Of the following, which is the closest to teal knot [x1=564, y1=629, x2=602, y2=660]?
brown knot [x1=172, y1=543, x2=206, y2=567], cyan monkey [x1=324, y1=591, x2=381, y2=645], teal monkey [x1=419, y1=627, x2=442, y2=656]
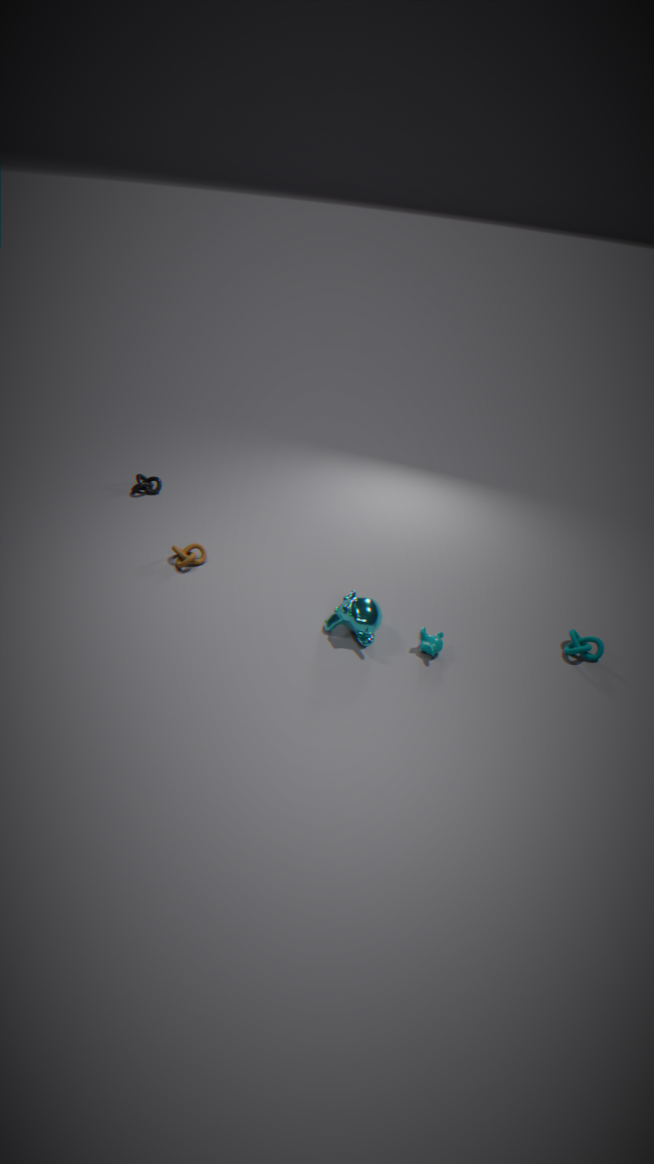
teal monkey [x1=419, y1=627, x2=442, y2=656]
